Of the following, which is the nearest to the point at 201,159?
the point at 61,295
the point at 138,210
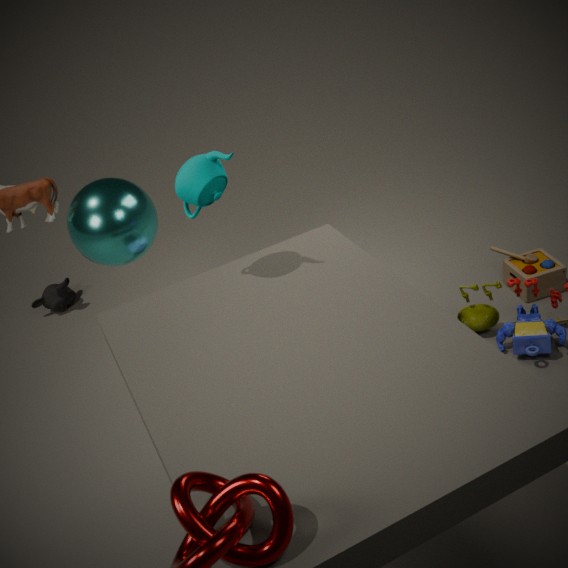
the point at 138,210
